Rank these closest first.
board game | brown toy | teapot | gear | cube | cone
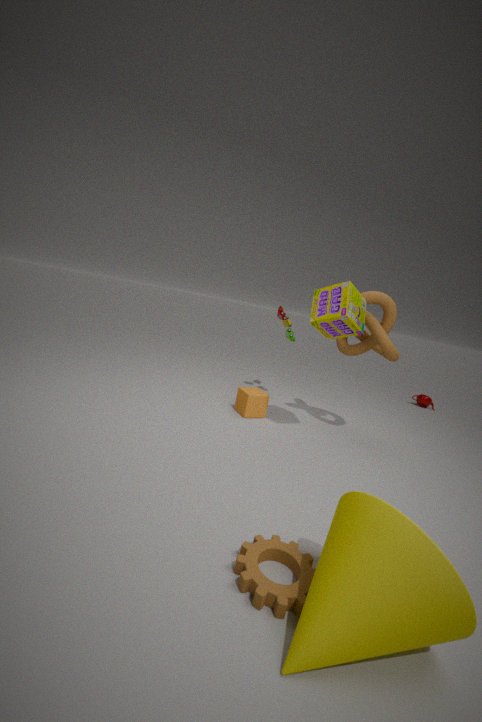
cone, gear, board game, cube, brown toy, teapot
